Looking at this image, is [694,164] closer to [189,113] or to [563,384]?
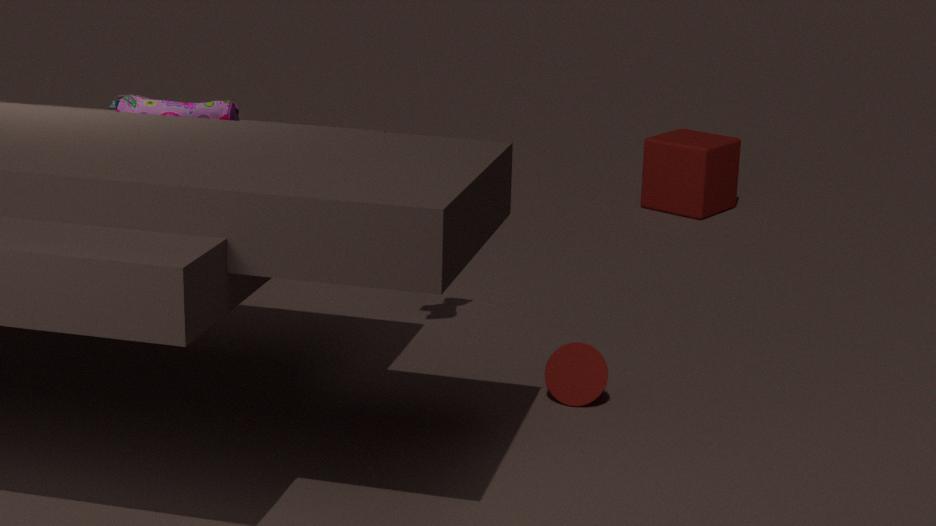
[563,384]
